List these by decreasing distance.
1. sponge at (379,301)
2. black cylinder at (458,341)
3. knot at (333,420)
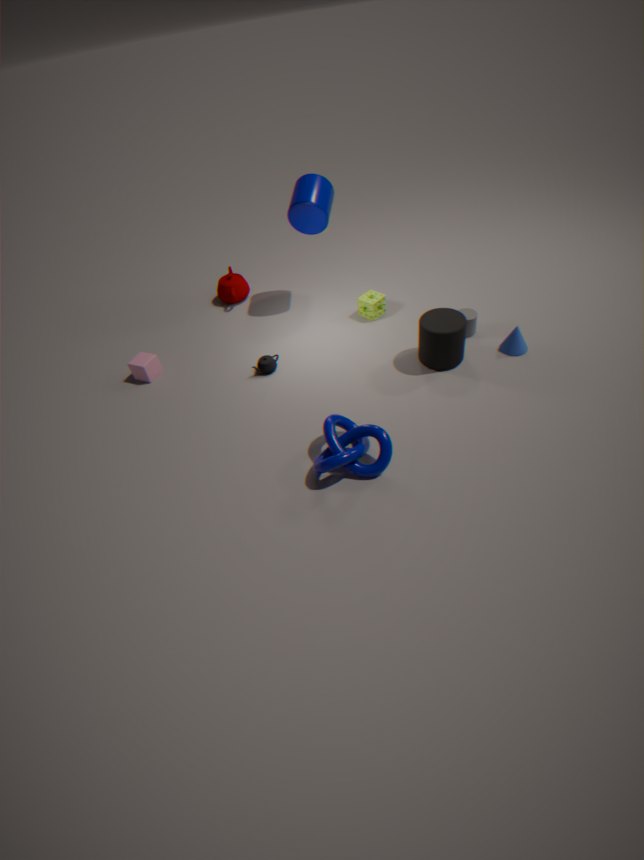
sponge at (379,301) < black cylinder at (458,341) < knot at (333,420)
